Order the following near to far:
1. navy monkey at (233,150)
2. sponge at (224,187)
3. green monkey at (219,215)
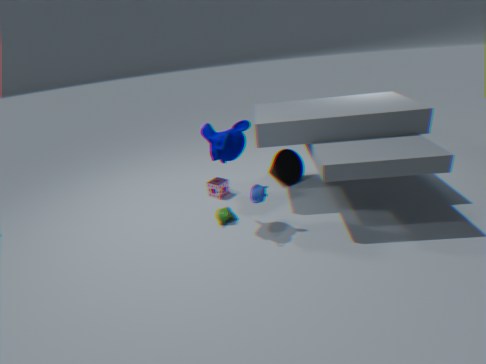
1. navy monkey at (233,150)
2. green monkey at (219,215)
3. sponge at (224,187)
